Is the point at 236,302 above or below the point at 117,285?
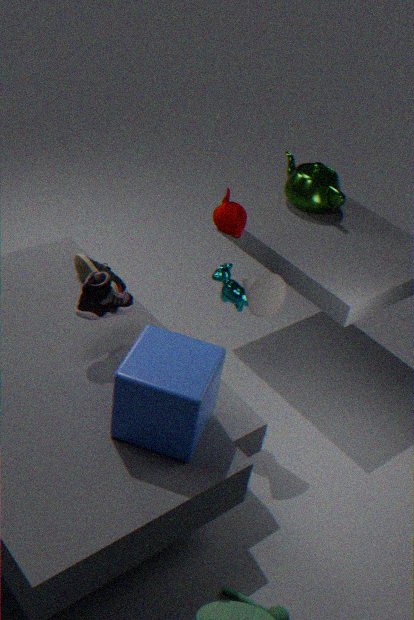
above
